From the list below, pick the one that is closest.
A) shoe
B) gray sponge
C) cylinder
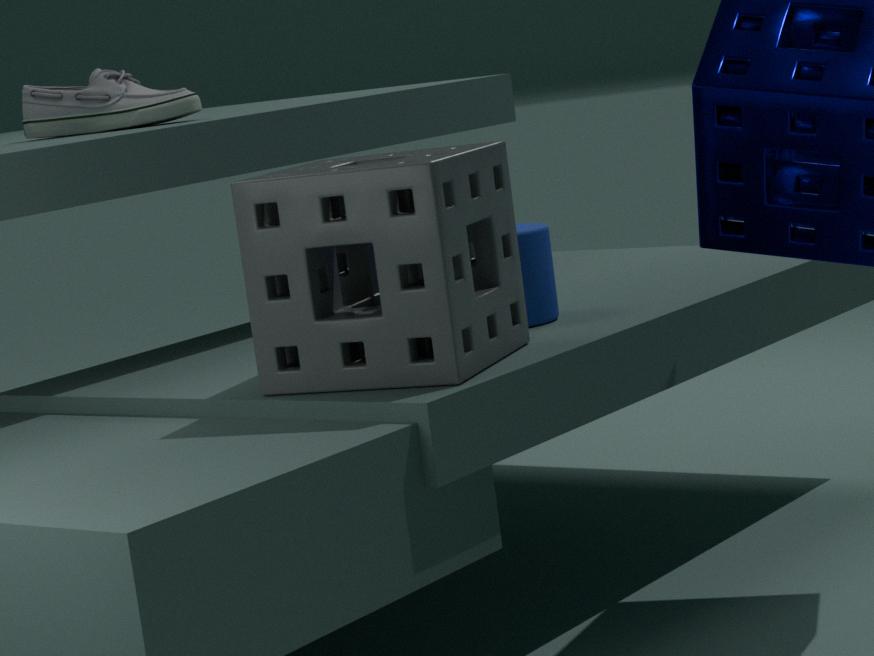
gray sponge
